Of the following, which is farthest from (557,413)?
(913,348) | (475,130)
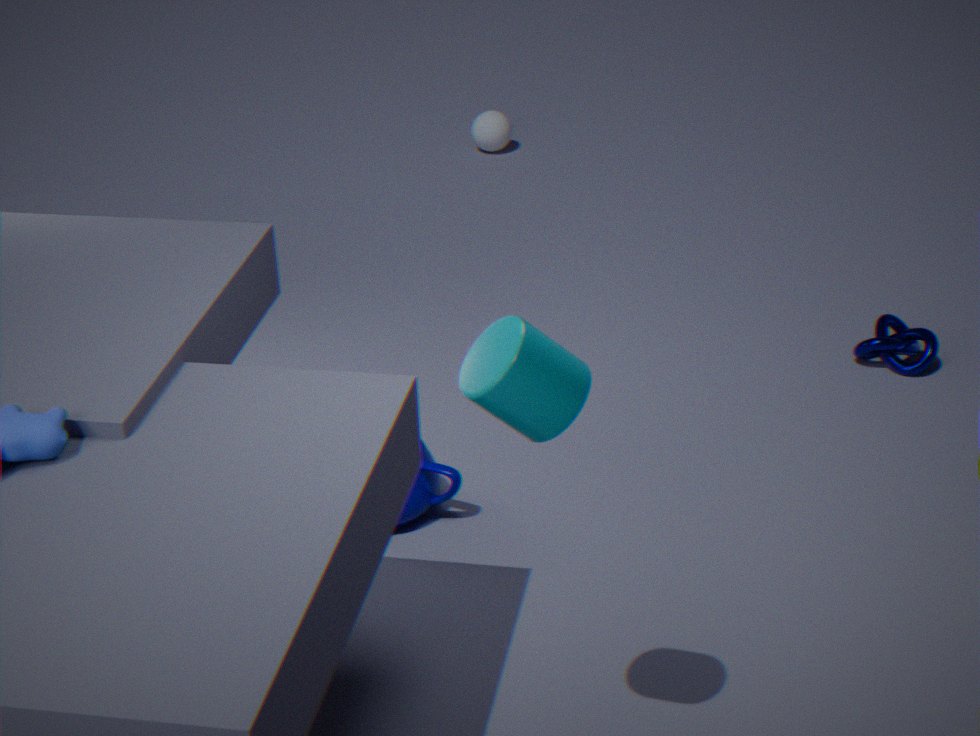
(475,130)
